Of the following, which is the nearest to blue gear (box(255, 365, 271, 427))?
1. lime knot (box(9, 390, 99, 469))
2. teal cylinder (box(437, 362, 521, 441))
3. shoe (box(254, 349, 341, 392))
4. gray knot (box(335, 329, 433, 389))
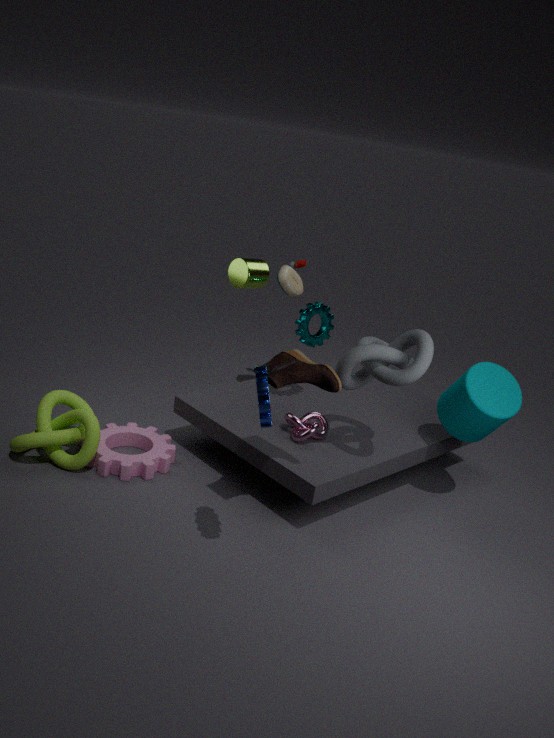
shoe (box(254, 349, 341, 392))
